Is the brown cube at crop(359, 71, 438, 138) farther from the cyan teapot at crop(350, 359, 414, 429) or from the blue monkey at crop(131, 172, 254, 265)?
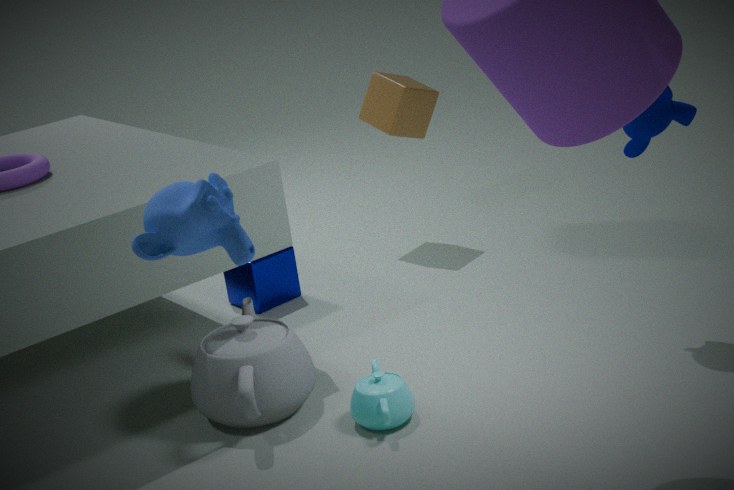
the blue monkey at crop(131, 172, 254, 265)
